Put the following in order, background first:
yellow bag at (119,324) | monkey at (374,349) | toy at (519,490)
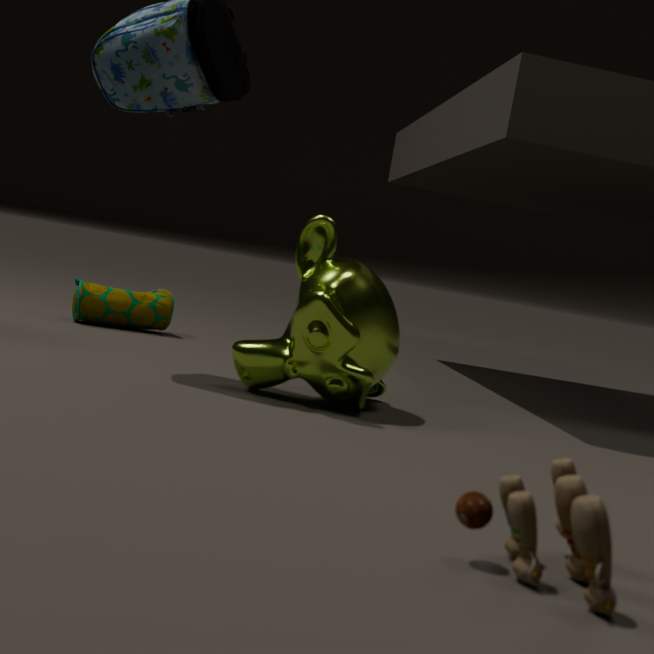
yellow bag at (119,324) < monkey at (374,349) < toy at (519,490)
